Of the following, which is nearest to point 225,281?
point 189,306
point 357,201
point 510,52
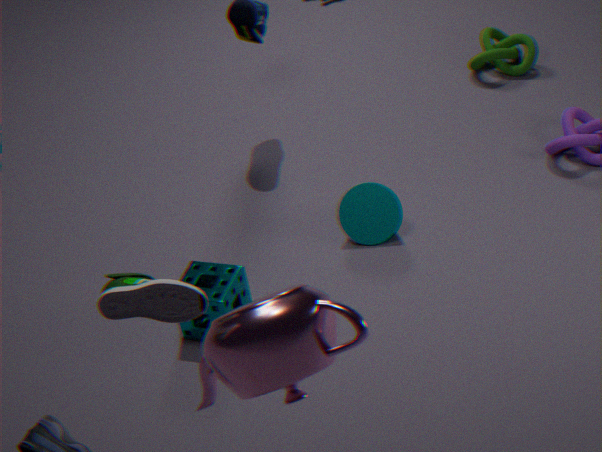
point 357,201
